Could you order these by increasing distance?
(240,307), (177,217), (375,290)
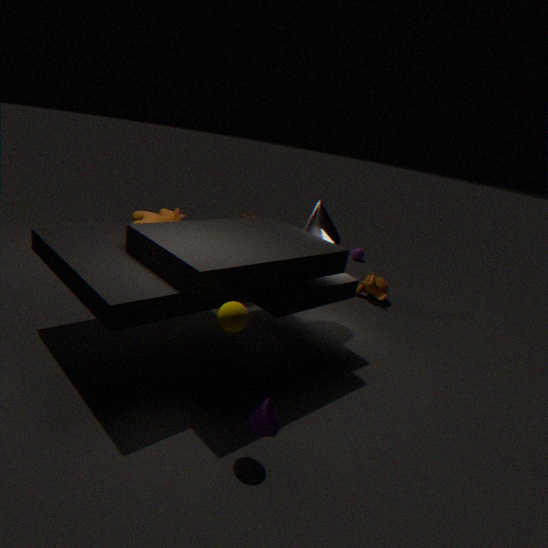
1. (240,307)
2. (177,217)
3. (375,290)
